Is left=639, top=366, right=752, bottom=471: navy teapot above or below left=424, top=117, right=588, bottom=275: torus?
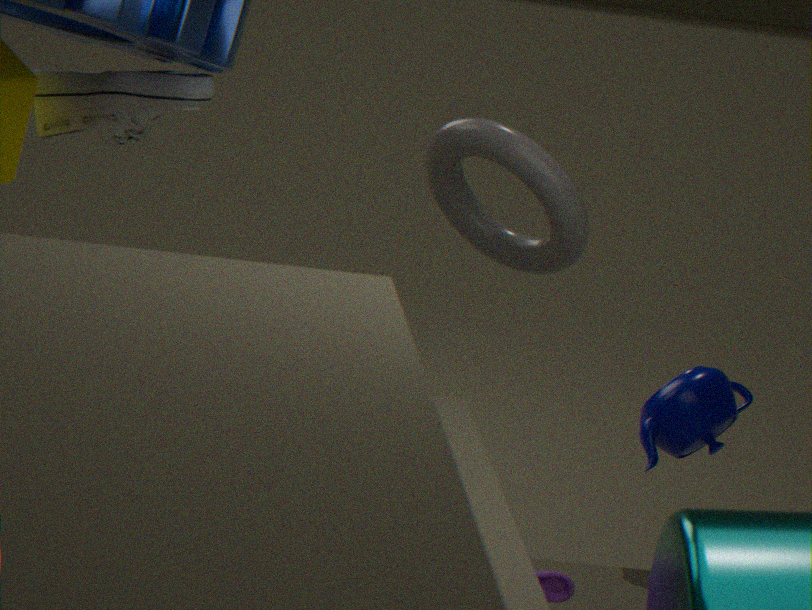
below
